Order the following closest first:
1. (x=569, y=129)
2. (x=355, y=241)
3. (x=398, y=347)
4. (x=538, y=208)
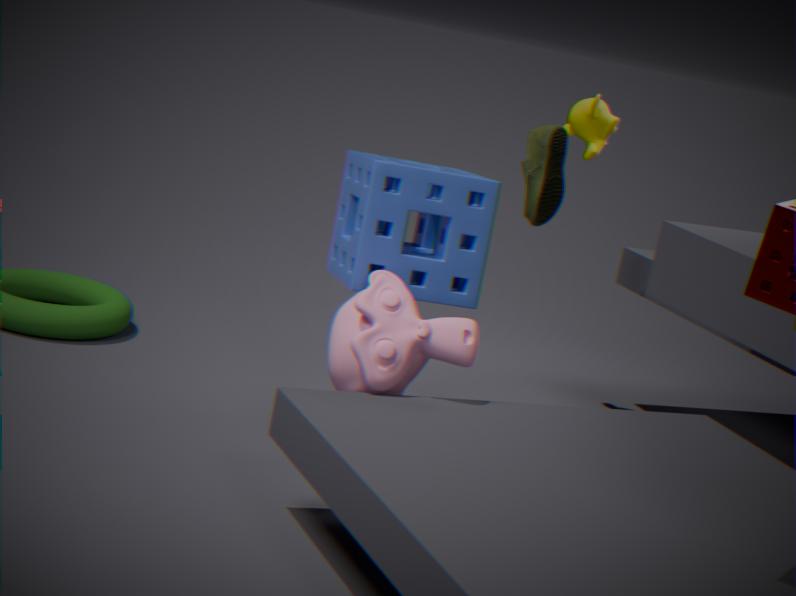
1. (x=398, y=347)
2. (x=355, y=241)
3. (x=538, y=208)
4. (x=569, y=129)
